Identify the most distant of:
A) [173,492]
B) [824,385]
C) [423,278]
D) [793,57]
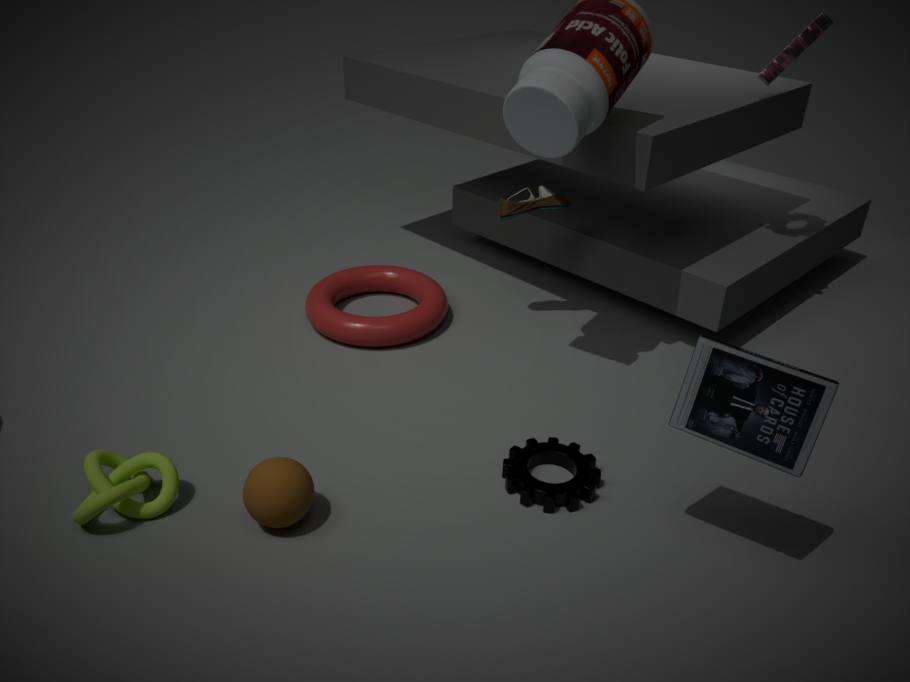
[423,278]
